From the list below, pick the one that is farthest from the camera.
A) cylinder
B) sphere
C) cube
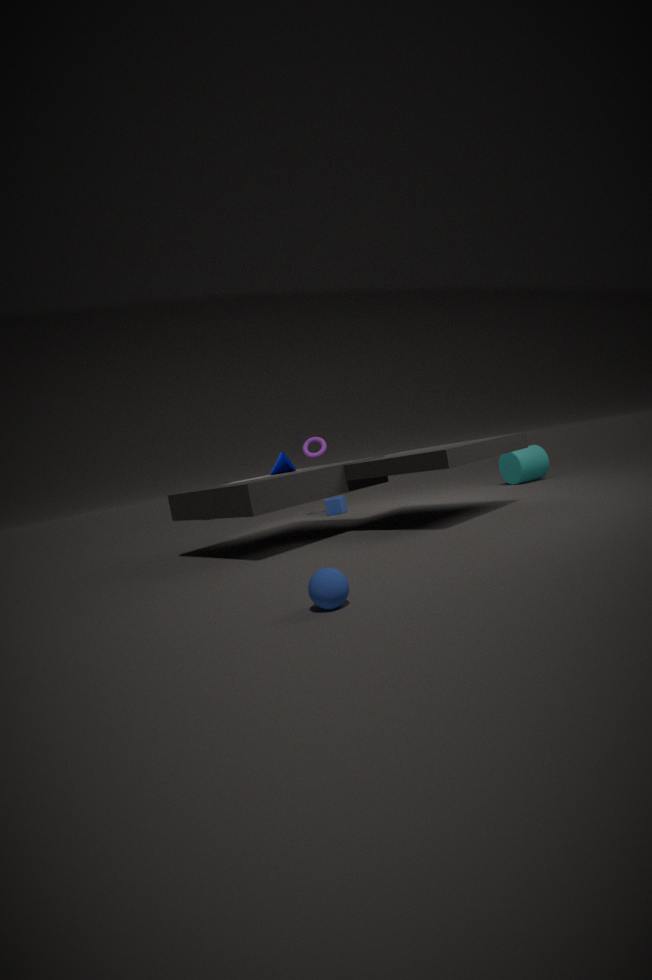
cube
